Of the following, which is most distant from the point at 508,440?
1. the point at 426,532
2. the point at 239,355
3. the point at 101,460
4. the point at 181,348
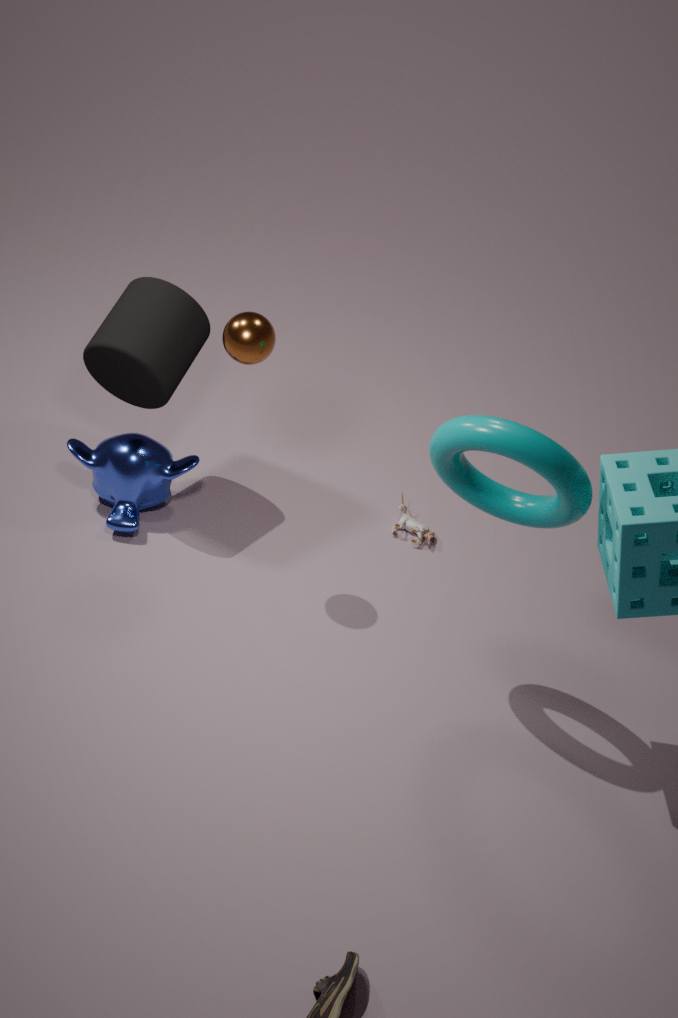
the point at 101,460
